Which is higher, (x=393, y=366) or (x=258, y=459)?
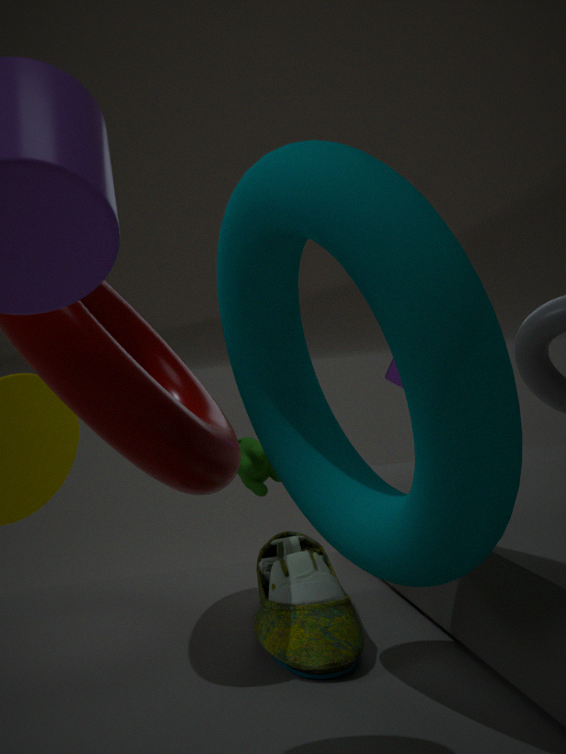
(x=393, y=366)
